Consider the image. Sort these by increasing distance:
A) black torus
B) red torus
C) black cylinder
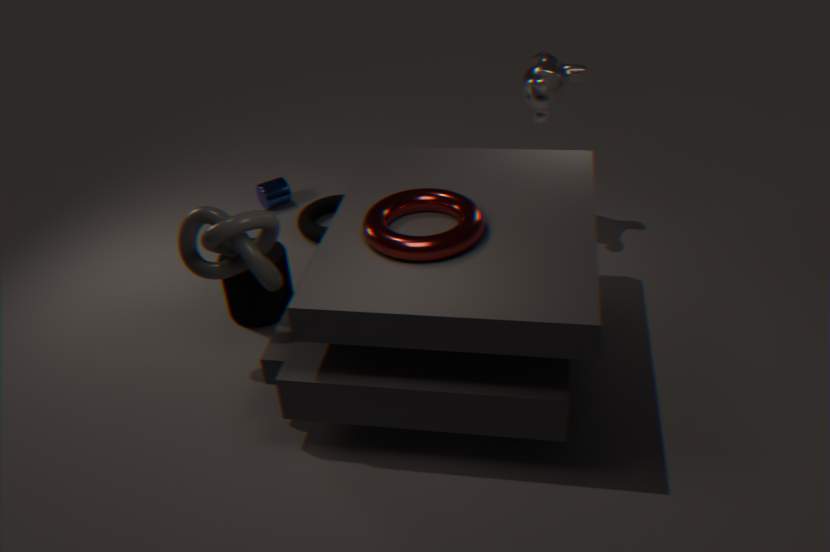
red torus
black cylinder
black torus
